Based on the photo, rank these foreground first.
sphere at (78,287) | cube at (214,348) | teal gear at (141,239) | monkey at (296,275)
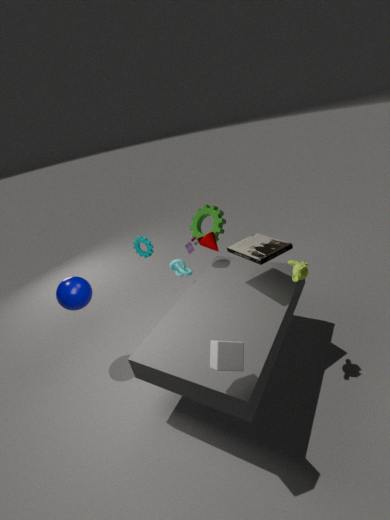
cube at (214,348) → monkey at (296,275) → sphere at (78,287) → teal gear at (141,239)
